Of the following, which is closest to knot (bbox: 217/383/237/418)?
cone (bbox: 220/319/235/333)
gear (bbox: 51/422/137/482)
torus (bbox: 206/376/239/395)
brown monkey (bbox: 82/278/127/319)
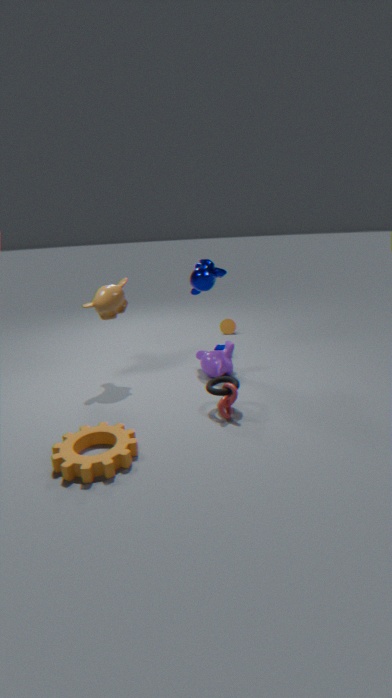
torus (bbox: 206/376/239/395)
